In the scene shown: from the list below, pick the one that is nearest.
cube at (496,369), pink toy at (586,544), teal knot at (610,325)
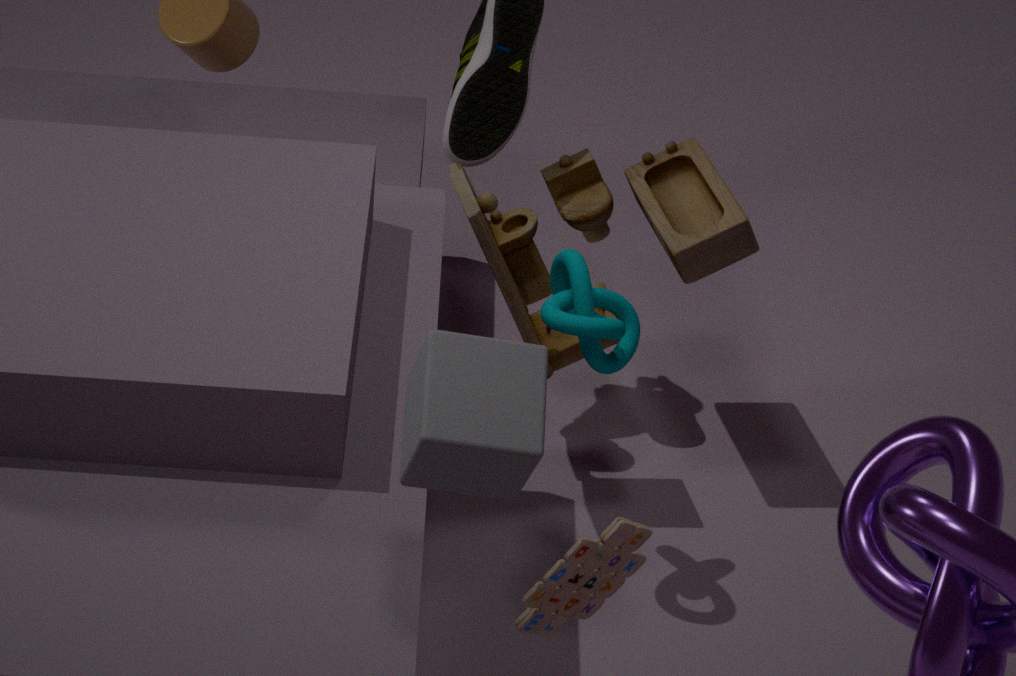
cube at (496,369)
